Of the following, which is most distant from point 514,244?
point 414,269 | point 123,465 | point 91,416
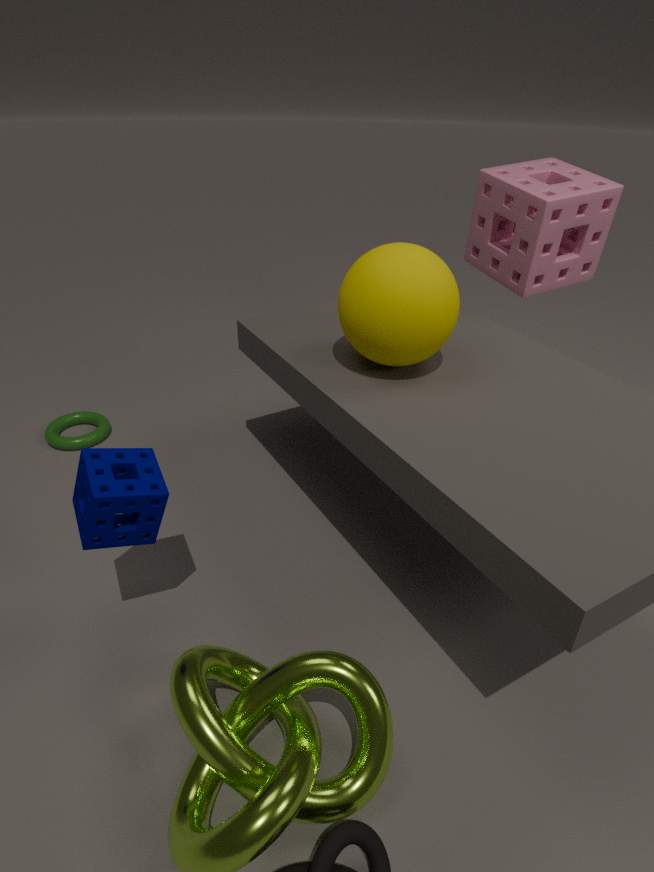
point 91,416
